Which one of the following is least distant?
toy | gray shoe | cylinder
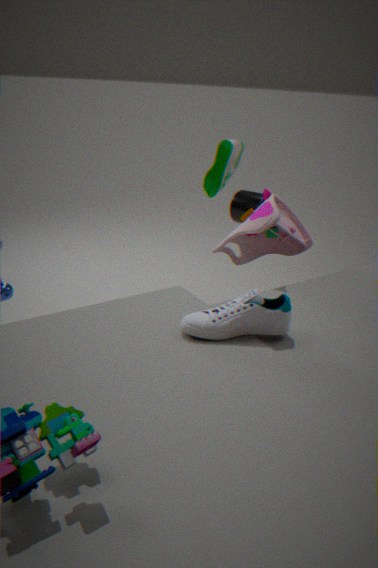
gray shoe
